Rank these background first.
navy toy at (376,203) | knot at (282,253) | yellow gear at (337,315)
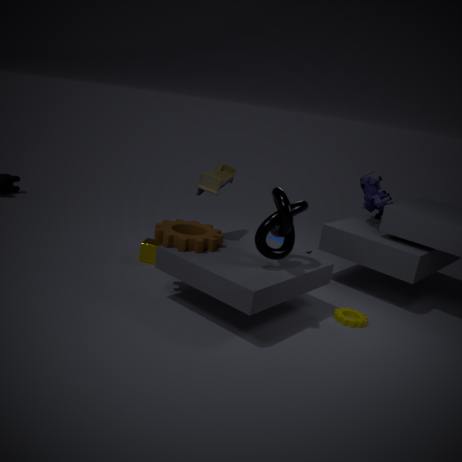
navy toy at (376,203)
yellow gear at (337,315)
knot at (282,253)
